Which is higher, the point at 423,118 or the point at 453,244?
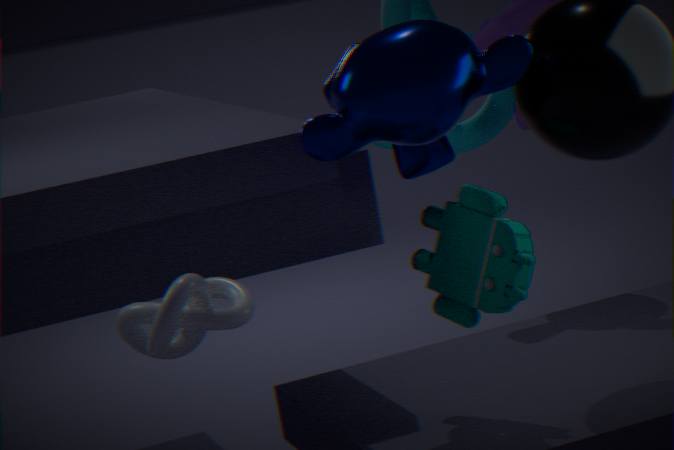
the point at 423,118
